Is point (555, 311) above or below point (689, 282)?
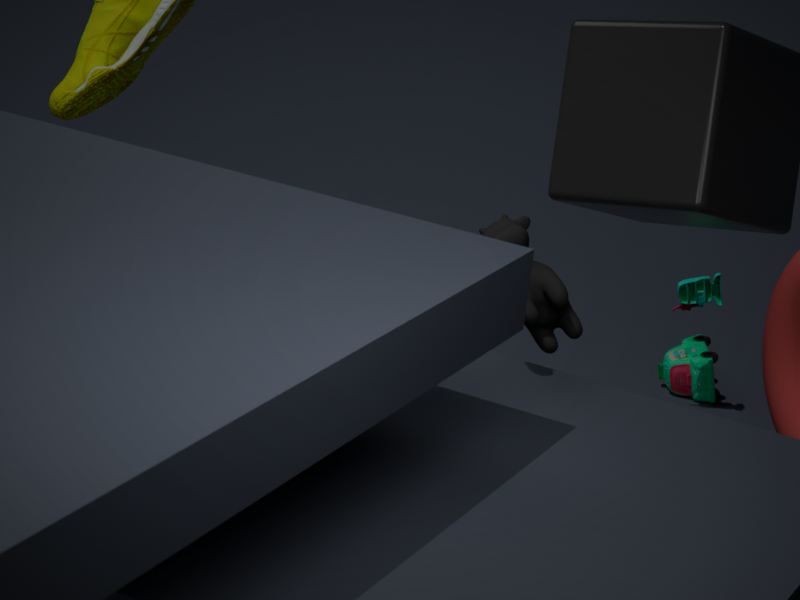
above
